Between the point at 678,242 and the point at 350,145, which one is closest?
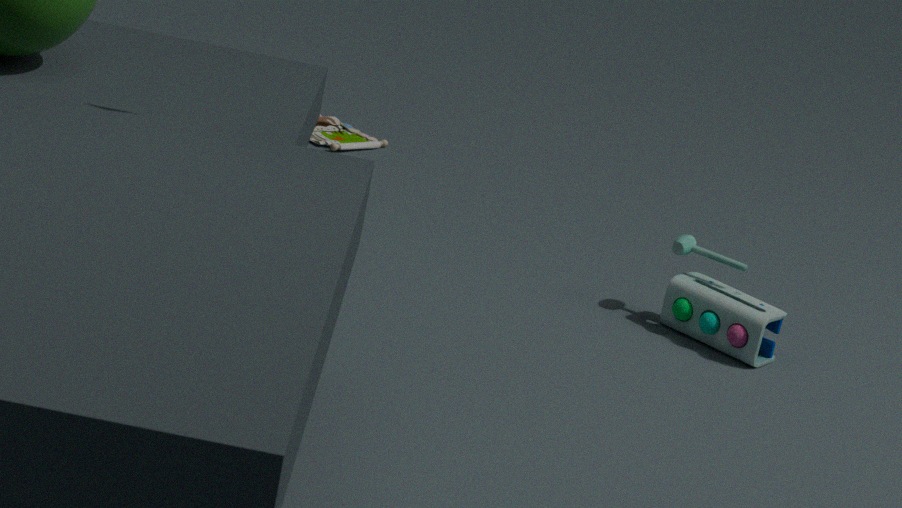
the point at 678,242
